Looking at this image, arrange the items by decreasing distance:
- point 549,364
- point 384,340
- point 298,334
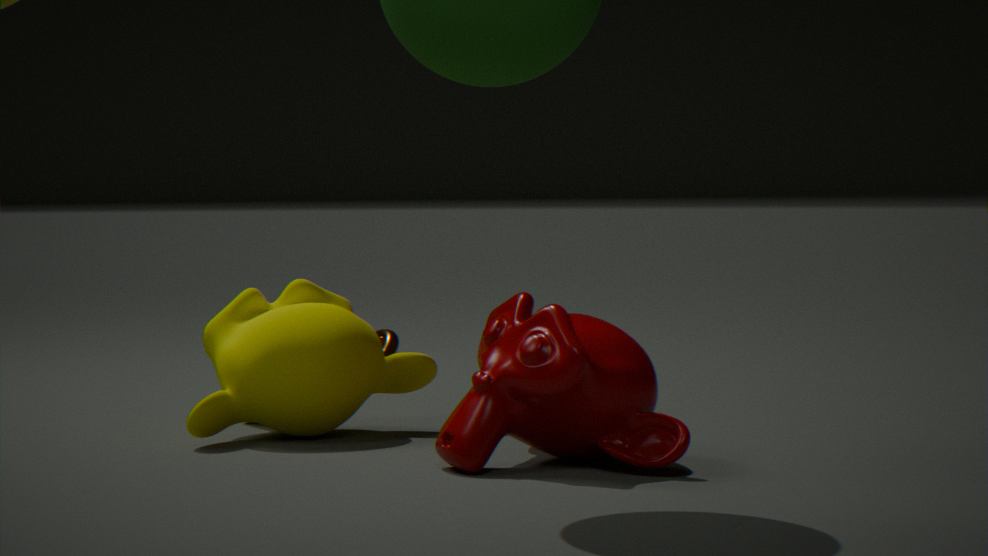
point 384,340 → point 298,334 → point 549,364
